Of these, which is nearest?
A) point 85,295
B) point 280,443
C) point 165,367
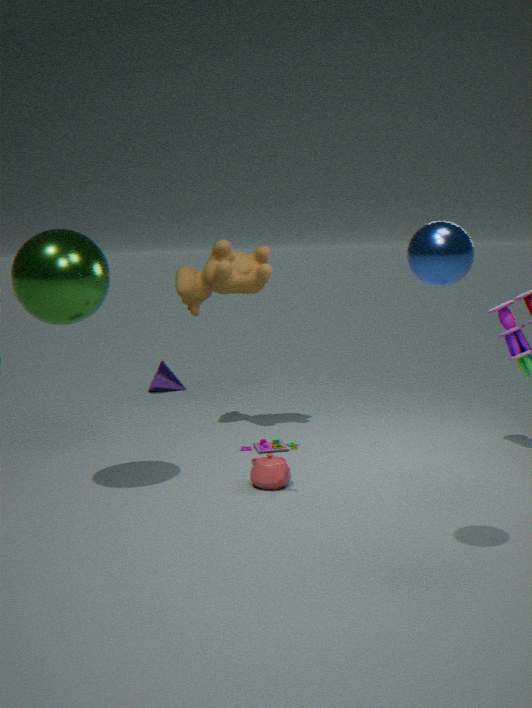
point 85,295
